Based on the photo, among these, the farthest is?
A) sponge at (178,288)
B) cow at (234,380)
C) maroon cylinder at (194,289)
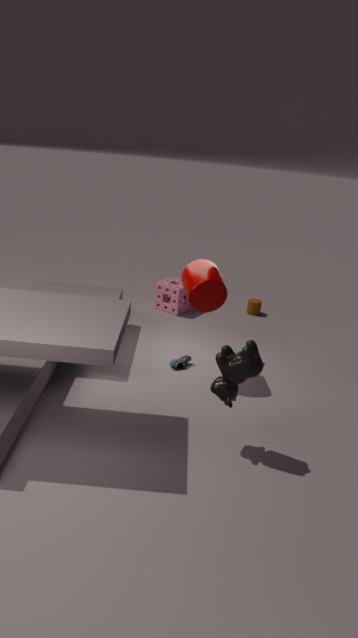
A. sponge at (178,288)
